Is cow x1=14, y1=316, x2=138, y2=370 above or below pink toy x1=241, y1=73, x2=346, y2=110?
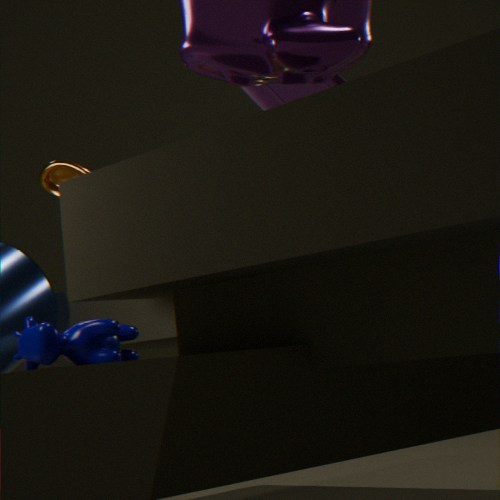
below
